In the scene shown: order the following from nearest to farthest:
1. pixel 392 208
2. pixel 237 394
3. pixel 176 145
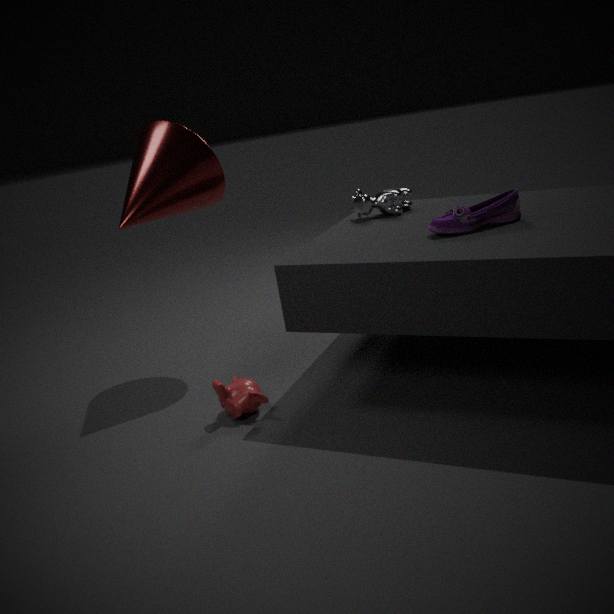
pixel 237 394 → pixel 176 145 → pixel 392 208
